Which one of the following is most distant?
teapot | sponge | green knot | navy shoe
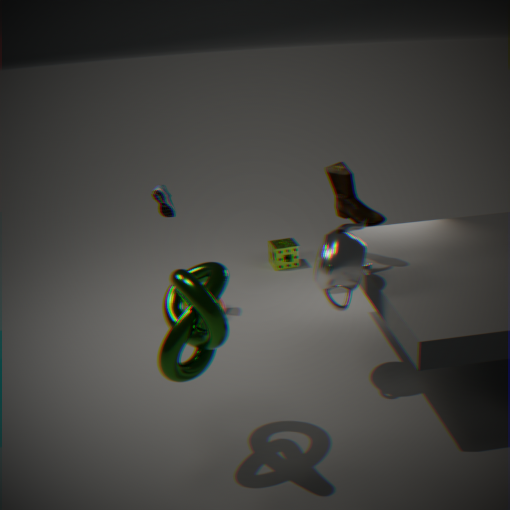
sponge
